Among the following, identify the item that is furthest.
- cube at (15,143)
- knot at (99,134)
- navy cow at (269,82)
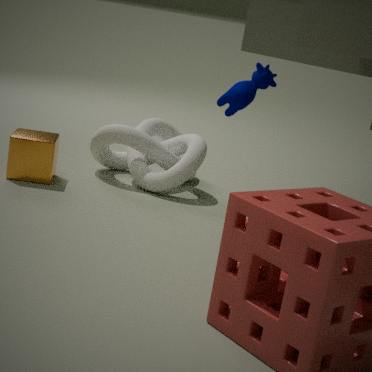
knot at (99,134)
